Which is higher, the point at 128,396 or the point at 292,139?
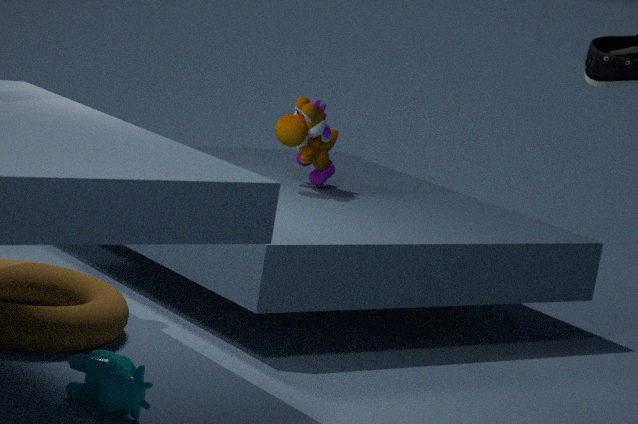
the point at 292,139
